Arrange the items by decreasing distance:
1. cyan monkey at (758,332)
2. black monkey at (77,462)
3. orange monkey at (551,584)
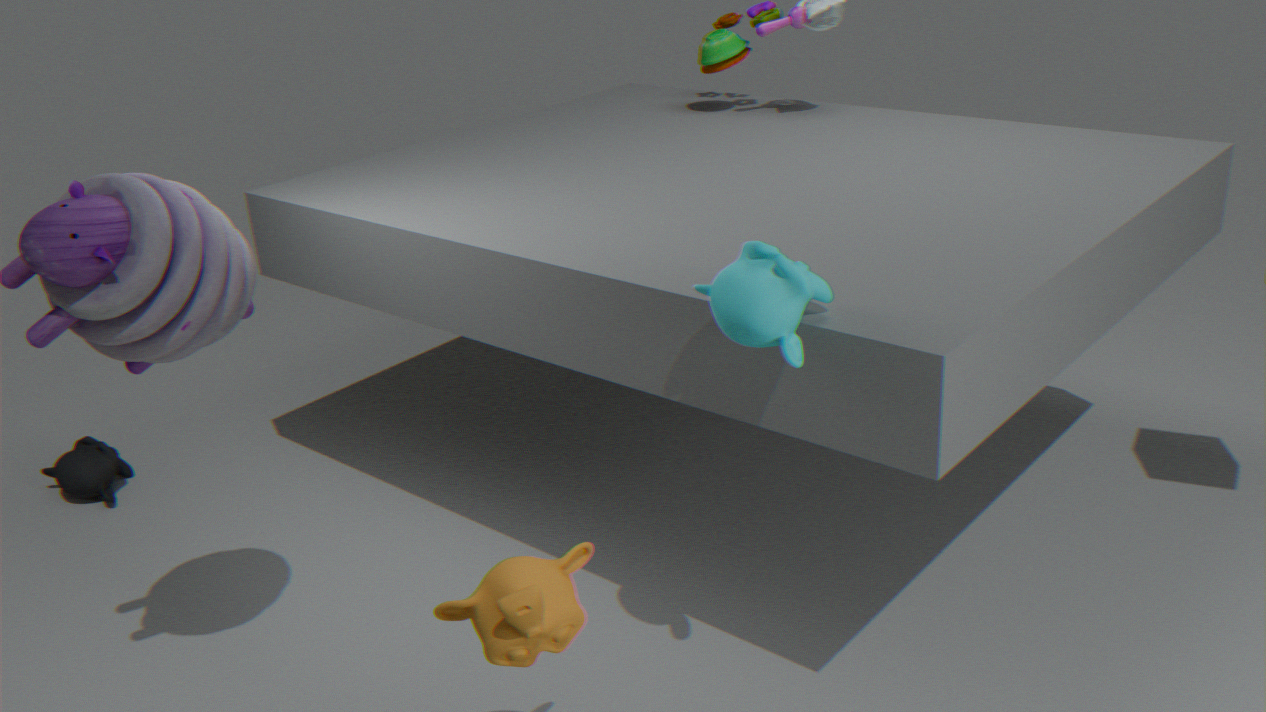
1. black monkey at (77,462)
2. cyan monkey at (758,332)
3. orange monkey at (551,584)
